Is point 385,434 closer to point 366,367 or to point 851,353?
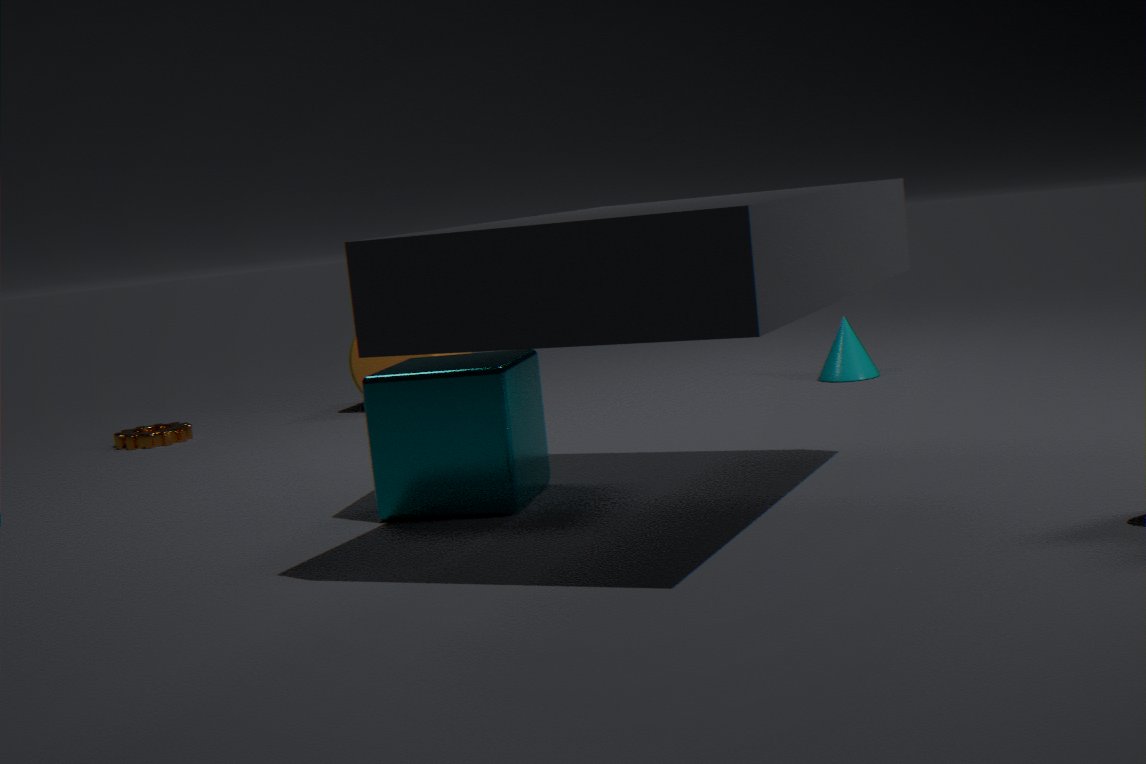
point 851,353
